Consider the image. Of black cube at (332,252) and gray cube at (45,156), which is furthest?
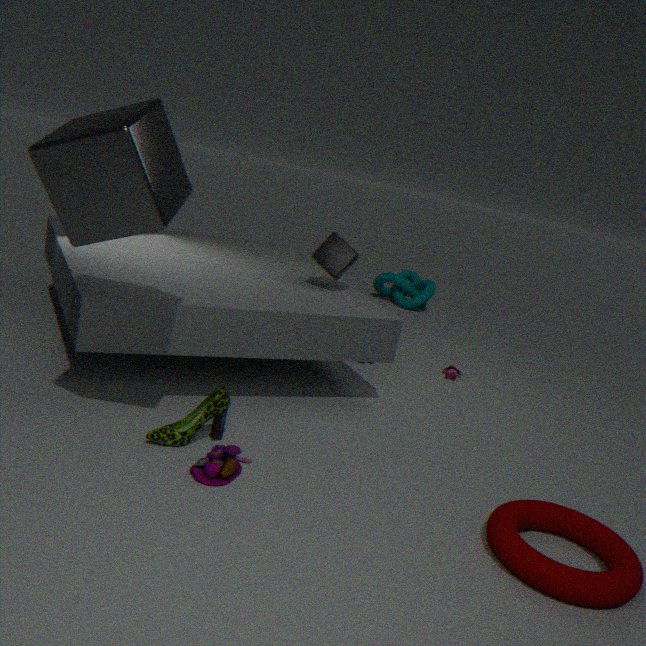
black cube at (332,252)
